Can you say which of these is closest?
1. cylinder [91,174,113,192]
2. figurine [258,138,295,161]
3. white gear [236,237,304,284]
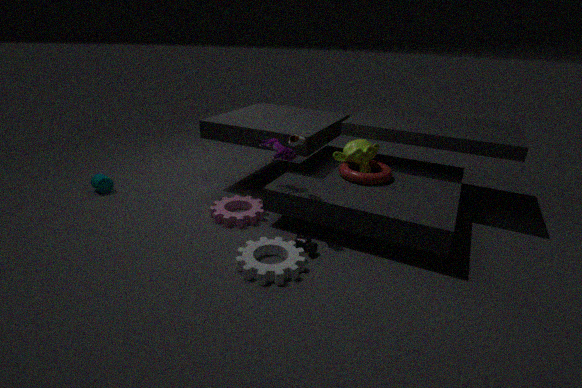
white gear [236,237,304,284]
